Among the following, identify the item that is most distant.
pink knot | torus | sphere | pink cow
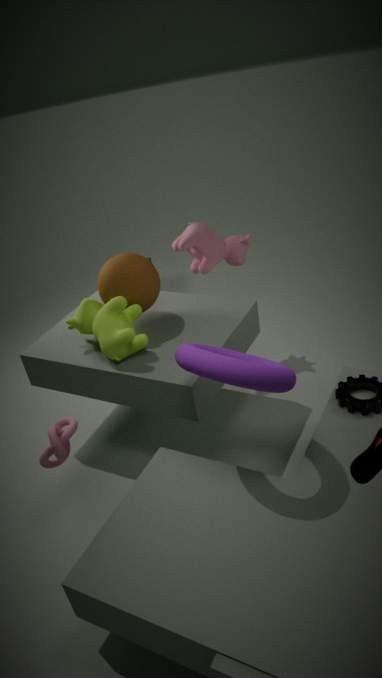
pink cow
